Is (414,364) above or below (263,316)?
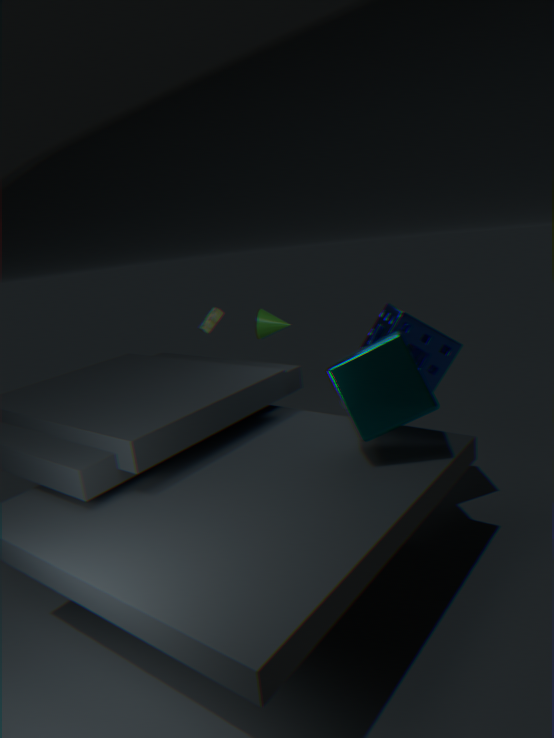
below
